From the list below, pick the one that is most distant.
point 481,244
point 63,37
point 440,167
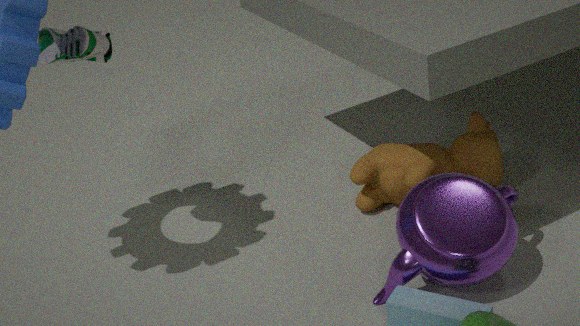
point 440,167
